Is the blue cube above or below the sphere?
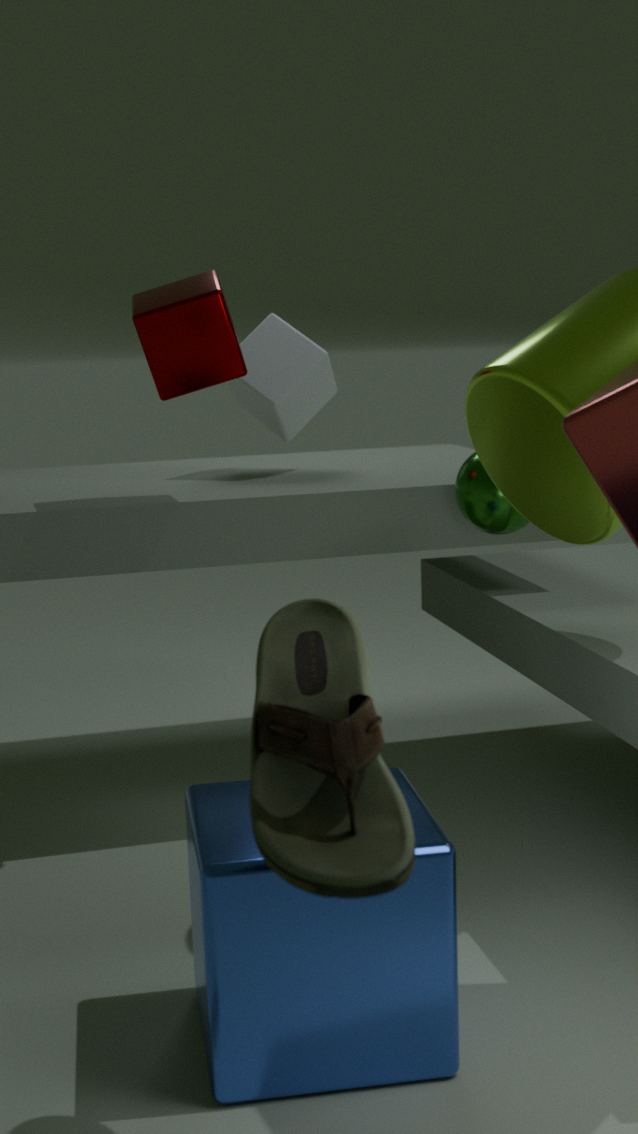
below
